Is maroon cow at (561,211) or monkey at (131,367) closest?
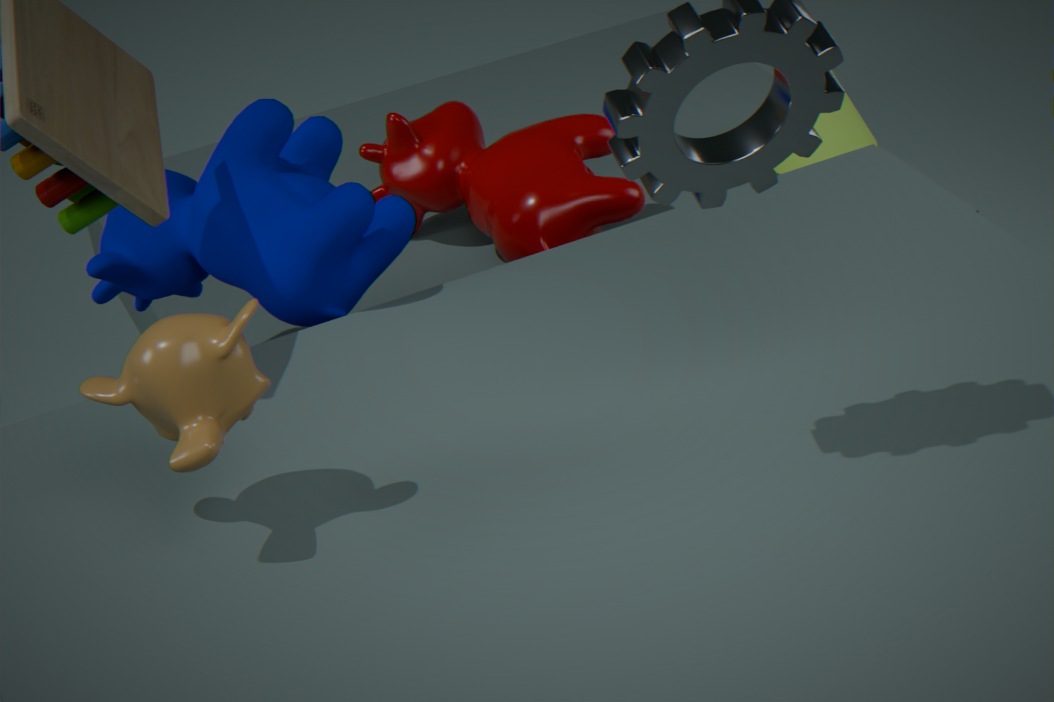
monkey at (131,367)
